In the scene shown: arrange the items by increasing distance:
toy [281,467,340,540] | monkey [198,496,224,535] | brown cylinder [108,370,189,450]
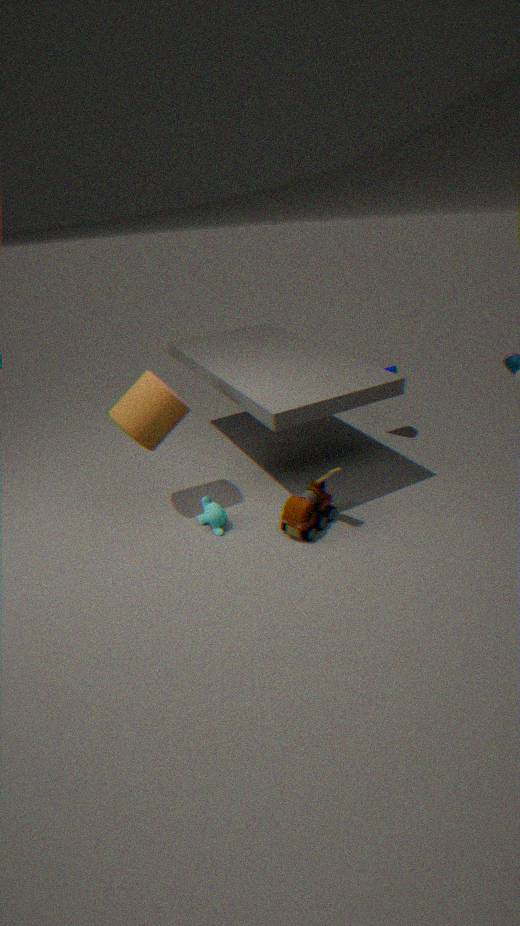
toy [281,467,340,540], brown cylinder [108,370,189,450], monkey [198,496,224,535]
